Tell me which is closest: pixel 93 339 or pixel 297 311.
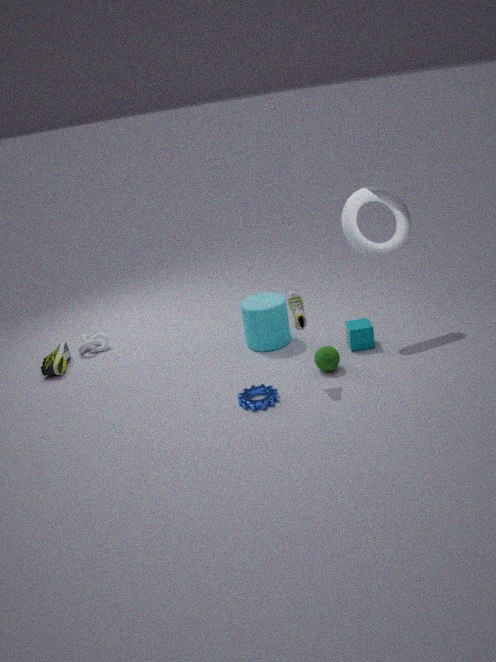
pixel 297 311
